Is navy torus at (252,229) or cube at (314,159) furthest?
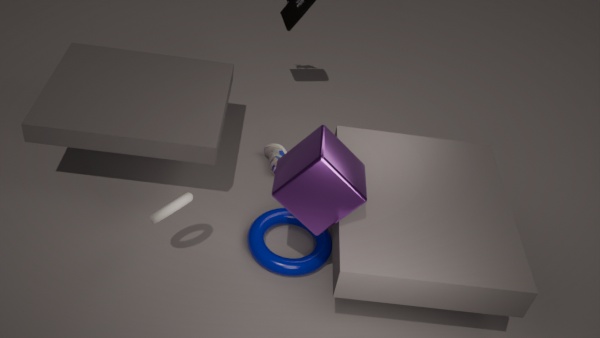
navy torus at (252,229)
